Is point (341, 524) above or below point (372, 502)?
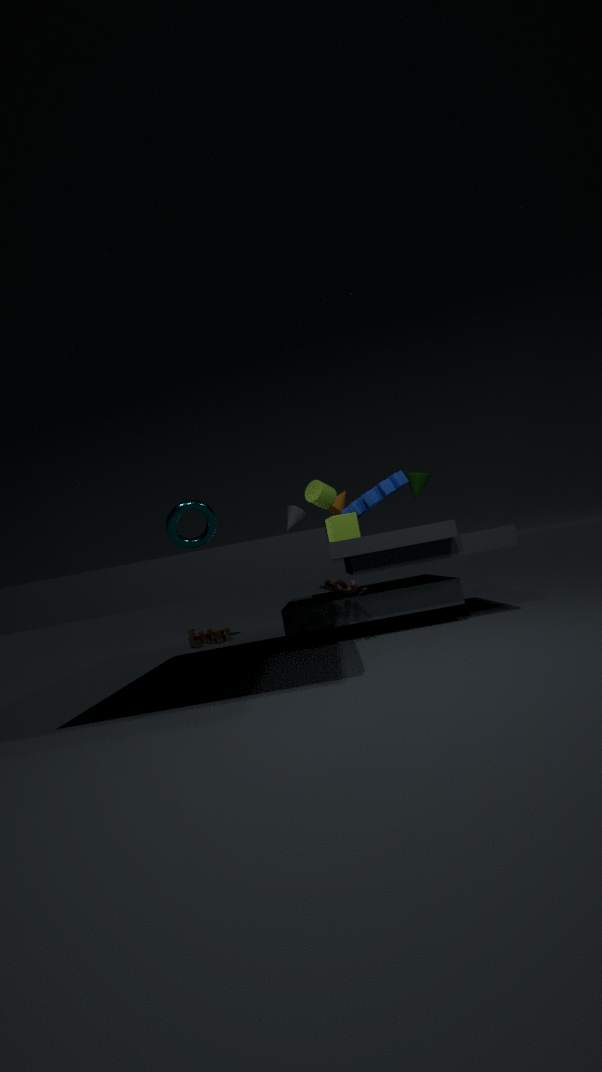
below
